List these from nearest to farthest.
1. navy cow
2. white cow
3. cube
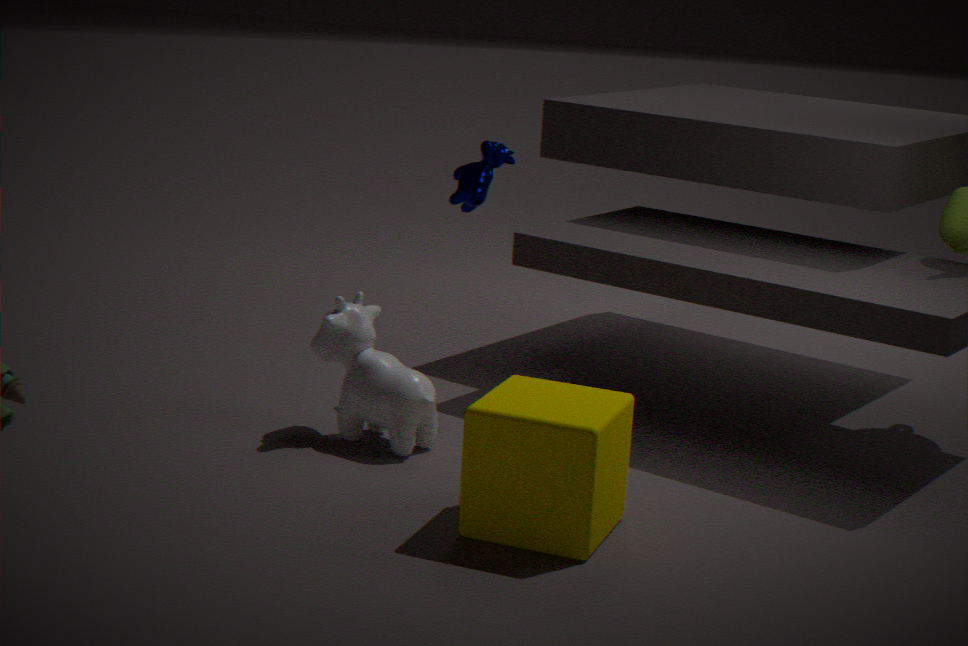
cube
white cow
navy cow
